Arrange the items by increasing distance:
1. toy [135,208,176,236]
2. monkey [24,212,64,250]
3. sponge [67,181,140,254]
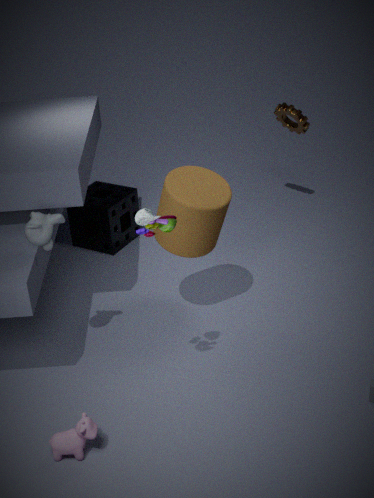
toy [135,208,176,236], monkey [24,212,64,250], sponge [67,181,140,254]
